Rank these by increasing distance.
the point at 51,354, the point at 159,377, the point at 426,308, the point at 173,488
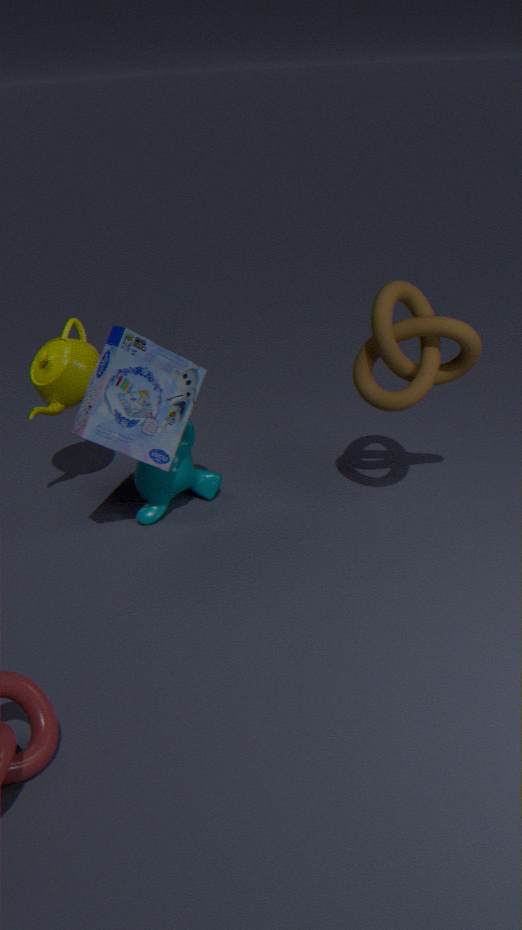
the point at 159,377, the point at 426,308, the point at 173,488, the point at 51,354
